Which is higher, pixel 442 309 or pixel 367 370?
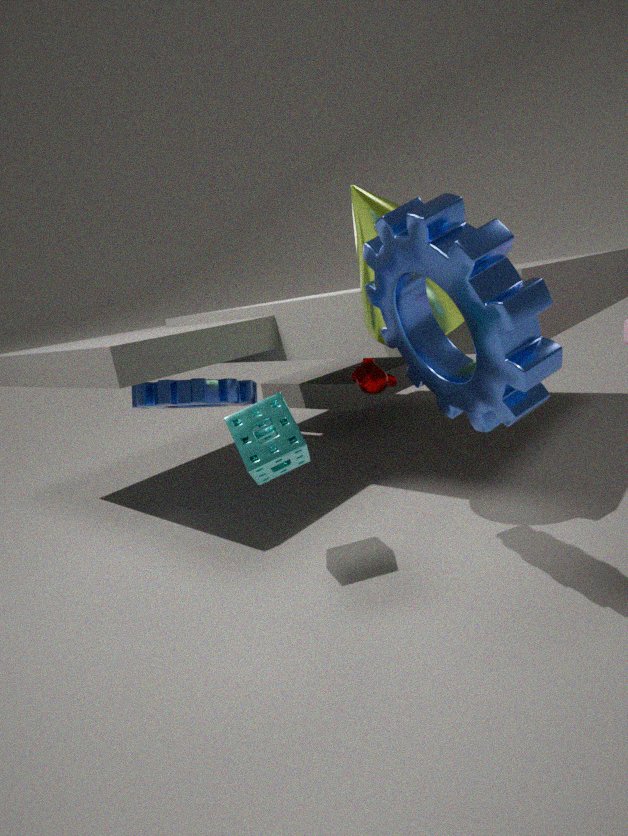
pixel 442 309
